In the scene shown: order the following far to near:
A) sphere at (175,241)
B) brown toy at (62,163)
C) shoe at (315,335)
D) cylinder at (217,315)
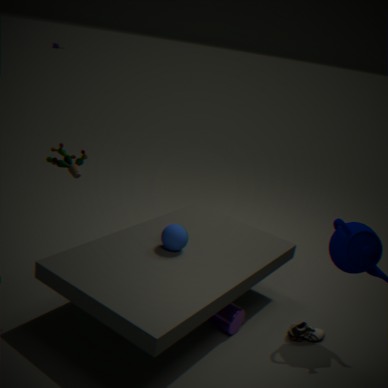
1. shoe at (315,335)
2. sphere at (175,241)
3. cylinder at (217,315)
4. brown toy at (62,163)
